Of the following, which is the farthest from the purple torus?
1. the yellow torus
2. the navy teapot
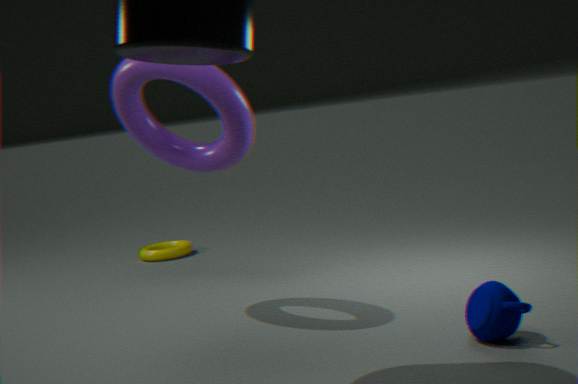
the yellow torus
